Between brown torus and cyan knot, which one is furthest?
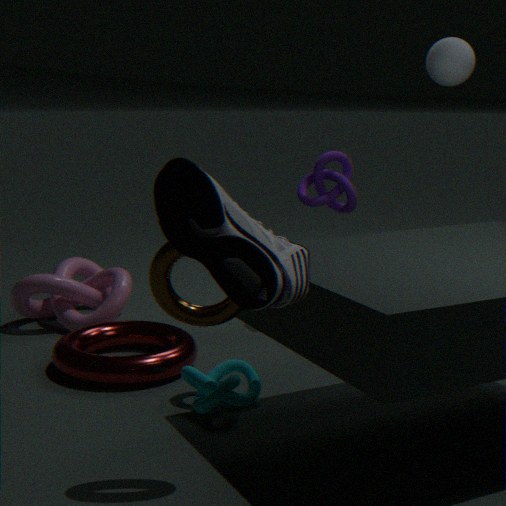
cyan knot
